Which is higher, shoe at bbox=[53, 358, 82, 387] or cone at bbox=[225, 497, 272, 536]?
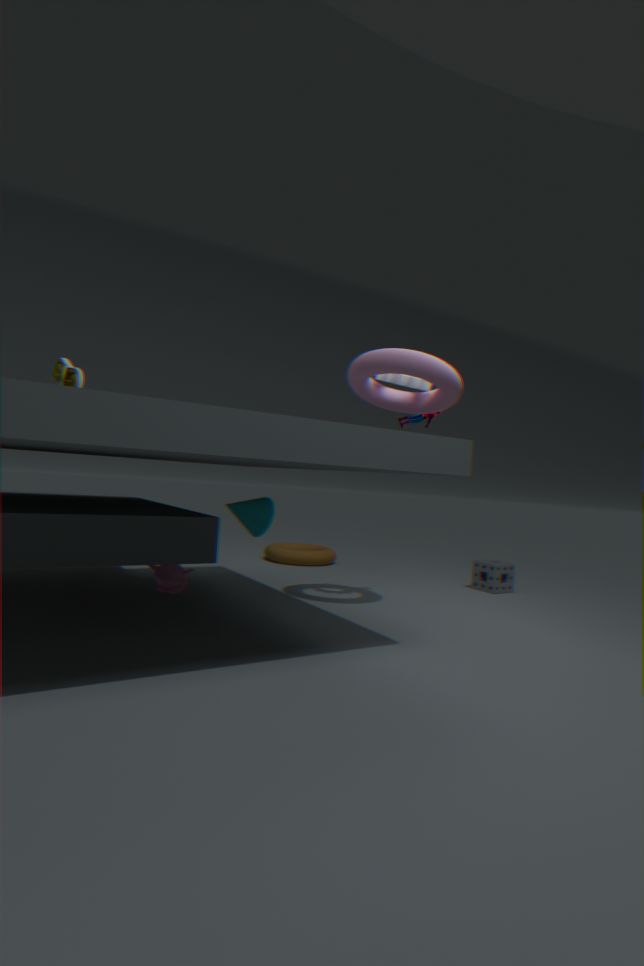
shoe at bbox=[53, 358, 82, 387]
